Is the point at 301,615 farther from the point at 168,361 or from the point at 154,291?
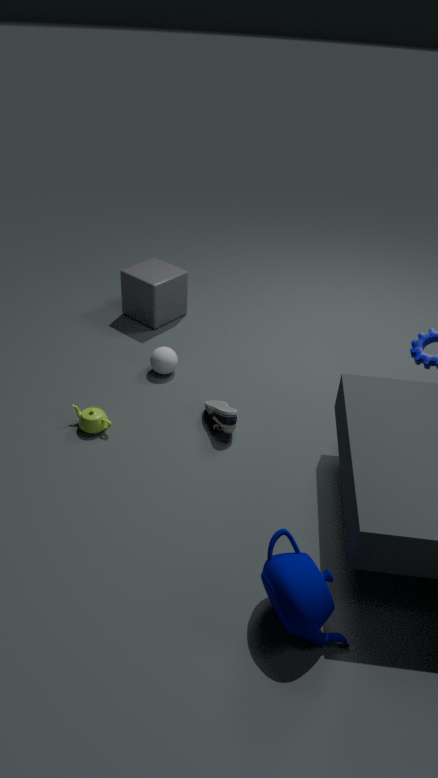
the point at 154,291
